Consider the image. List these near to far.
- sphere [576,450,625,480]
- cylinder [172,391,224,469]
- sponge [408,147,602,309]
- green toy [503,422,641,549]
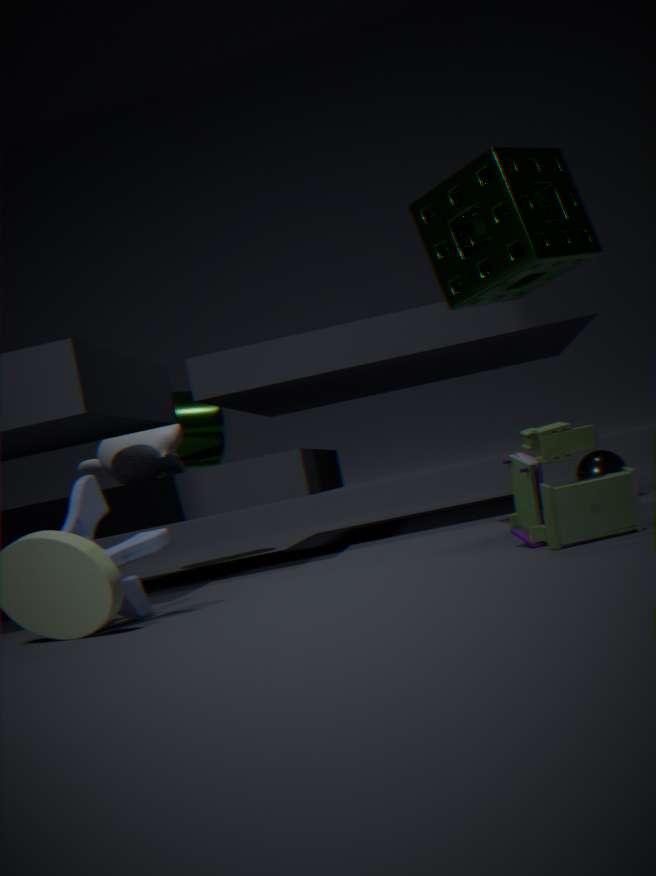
1. green toy [503,422,641,549]
2. sponge [408,147,602,309]
3. sphere [576,450,625,480]
4. cylinder [172,391,224,469]
